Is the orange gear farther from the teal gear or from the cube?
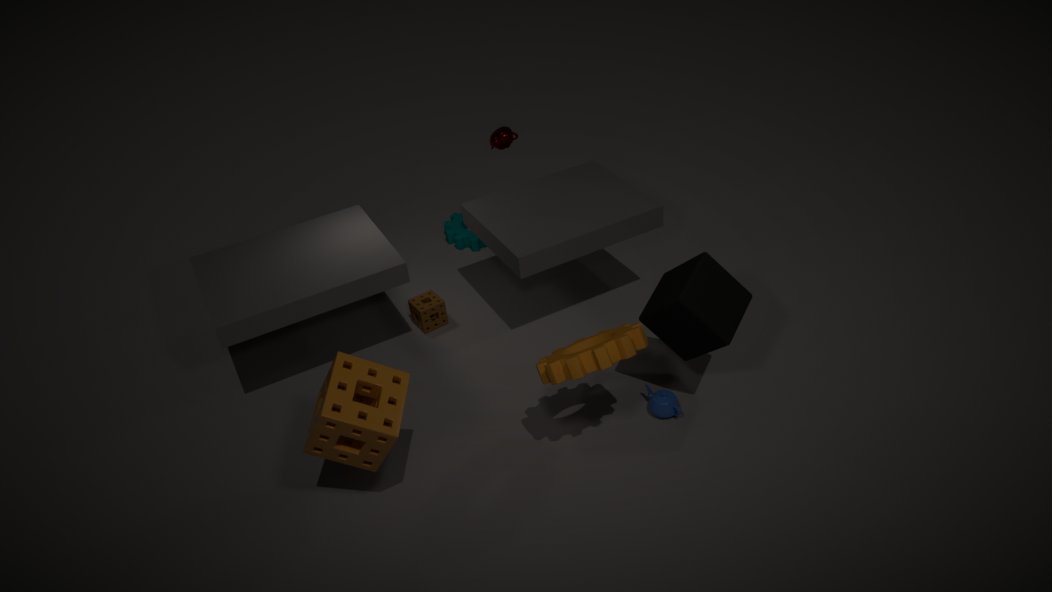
the teal gear
